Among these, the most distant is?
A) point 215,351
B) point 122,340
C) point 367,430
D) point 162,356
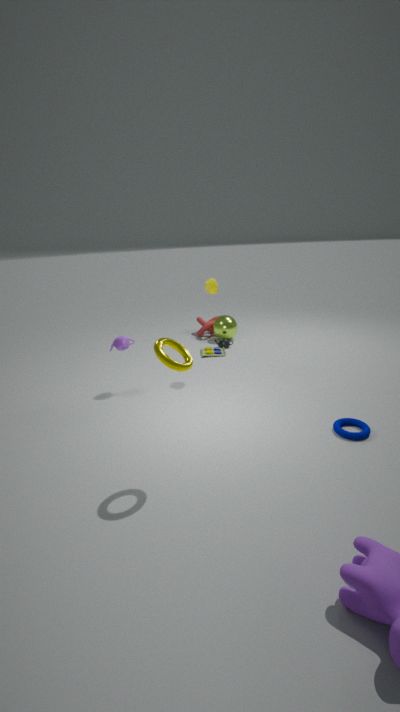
point 215,351
